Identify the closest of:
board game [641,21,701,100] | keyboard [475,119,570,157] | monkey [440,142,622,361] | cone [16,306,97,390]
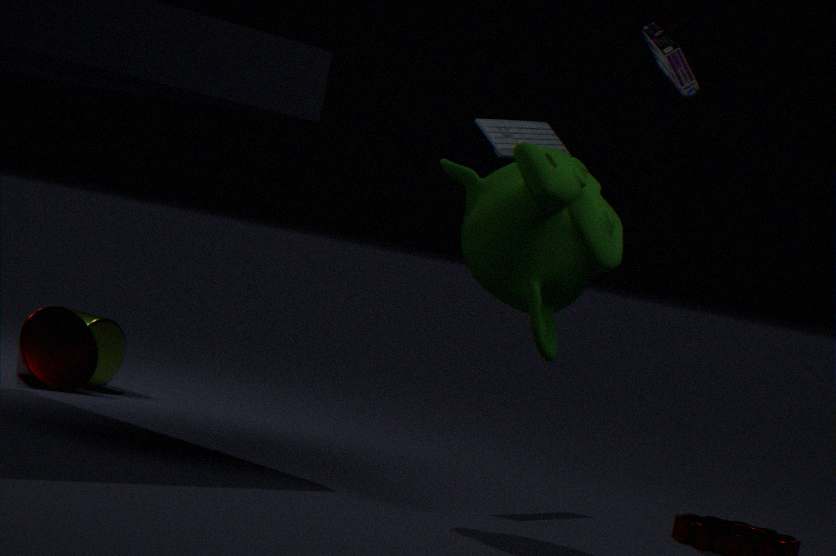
monkey [440,142,622,361]
